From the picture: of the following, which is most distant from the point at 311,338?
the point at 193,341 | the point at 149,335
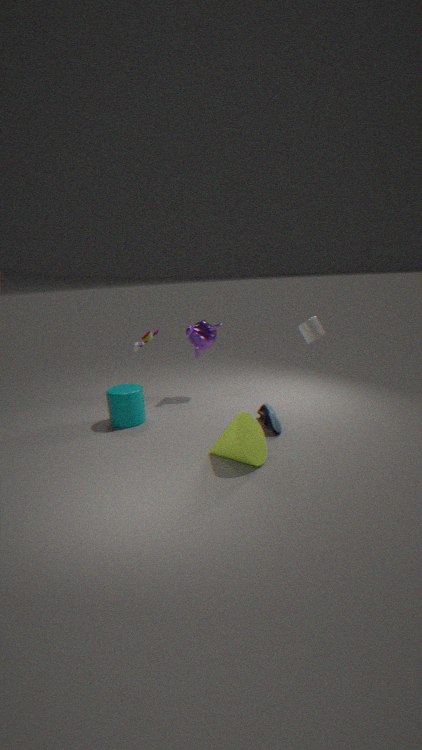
the point at 149,335
